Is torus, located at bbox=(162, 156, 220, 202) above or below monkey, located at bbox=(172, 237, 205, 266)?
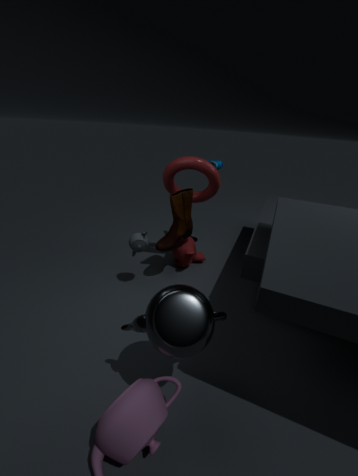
above
